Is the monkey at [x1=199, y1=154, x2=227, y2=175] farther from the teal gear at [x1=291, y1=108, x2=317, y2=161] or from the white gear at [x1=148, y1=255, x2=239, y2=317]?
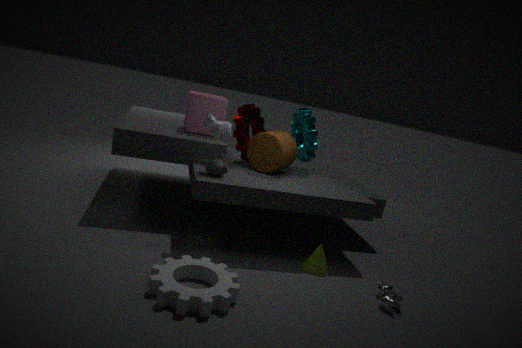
the teal gear at [x1=291, y1=108, x2=317, y2=161]
